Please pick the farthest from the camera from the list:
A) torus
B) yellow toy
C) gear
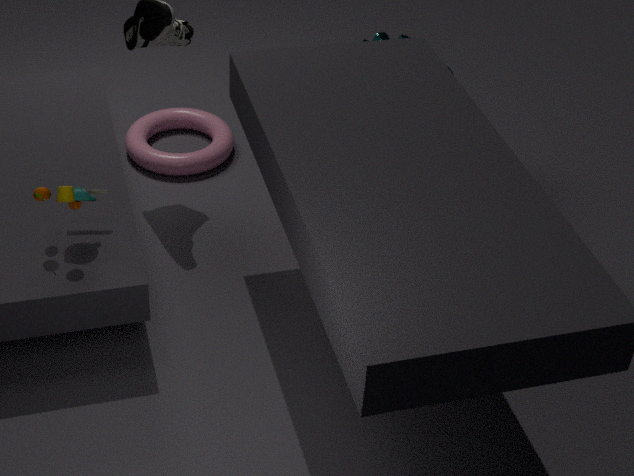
torus
